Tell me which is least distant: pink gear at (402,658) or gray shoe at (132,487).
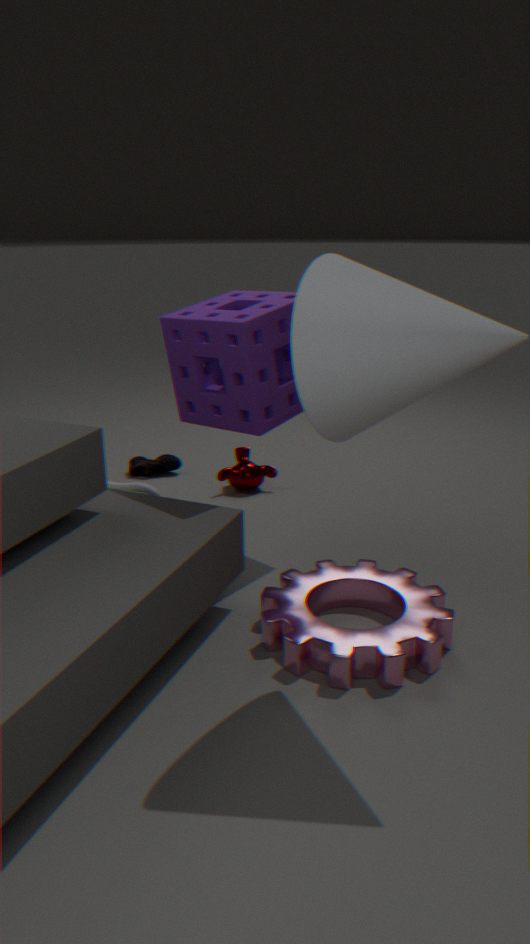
pink gear at (402,658)
